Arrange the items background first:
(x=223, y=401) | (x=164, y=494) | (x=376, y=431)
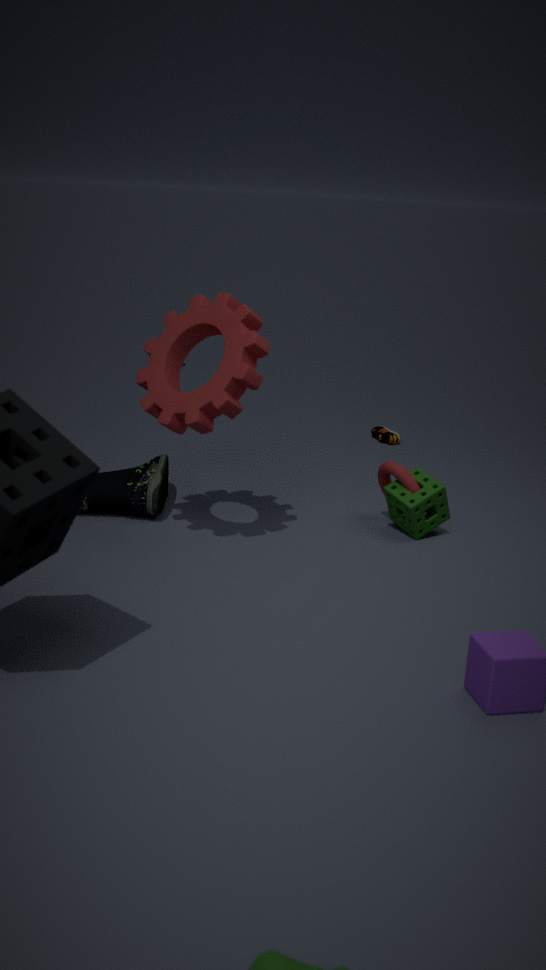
(x=376, y=431), (x=164, y=494), (x=223, y=401)
